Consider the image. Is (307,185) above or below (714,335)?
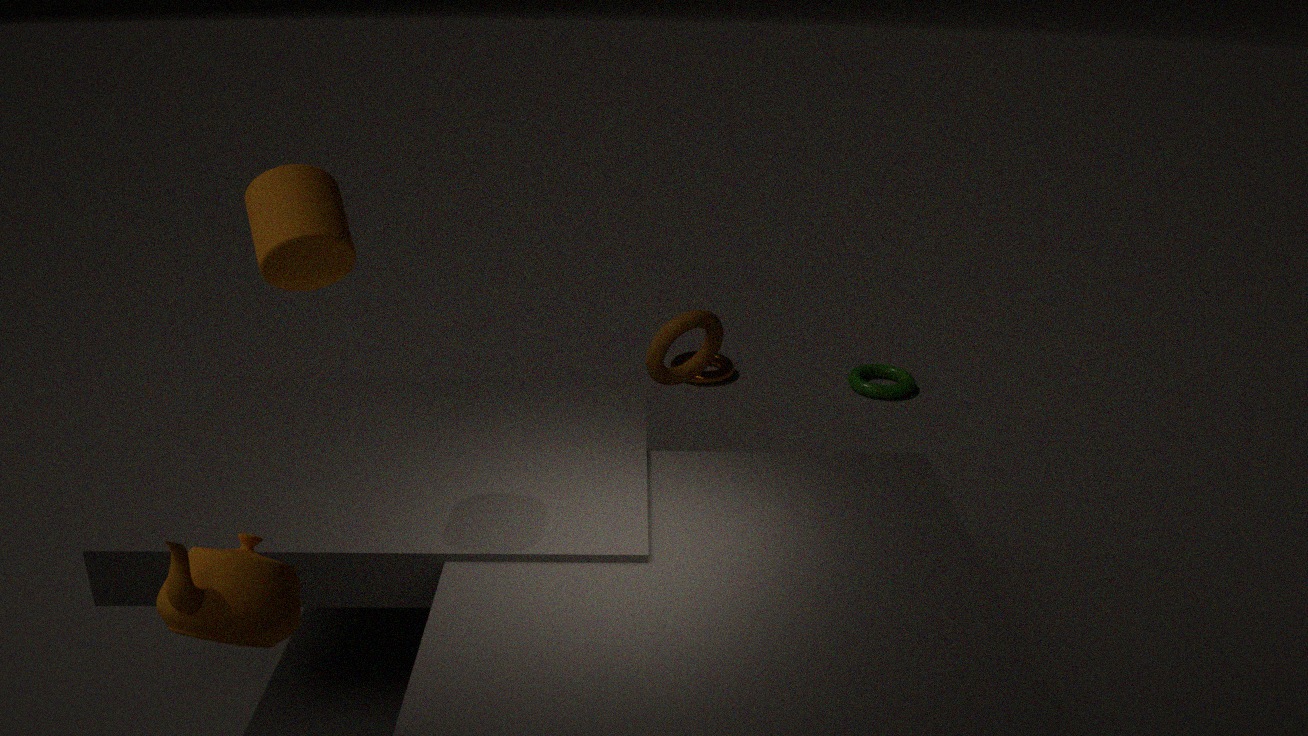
above
